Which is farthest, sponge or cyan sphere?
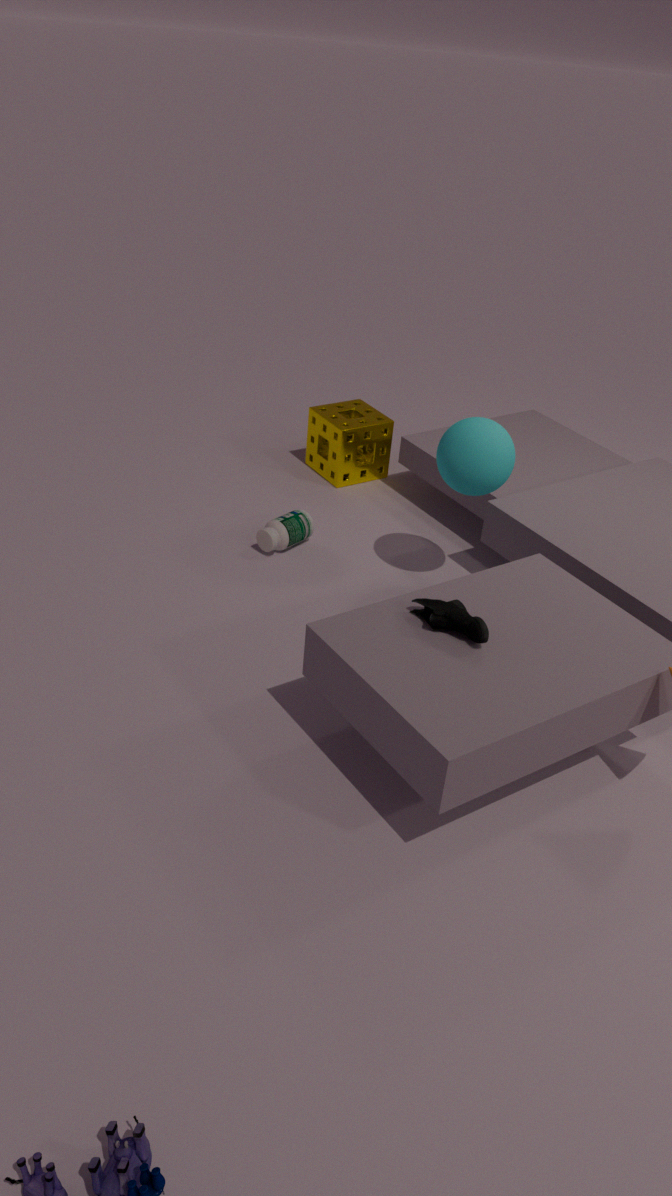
sponge
